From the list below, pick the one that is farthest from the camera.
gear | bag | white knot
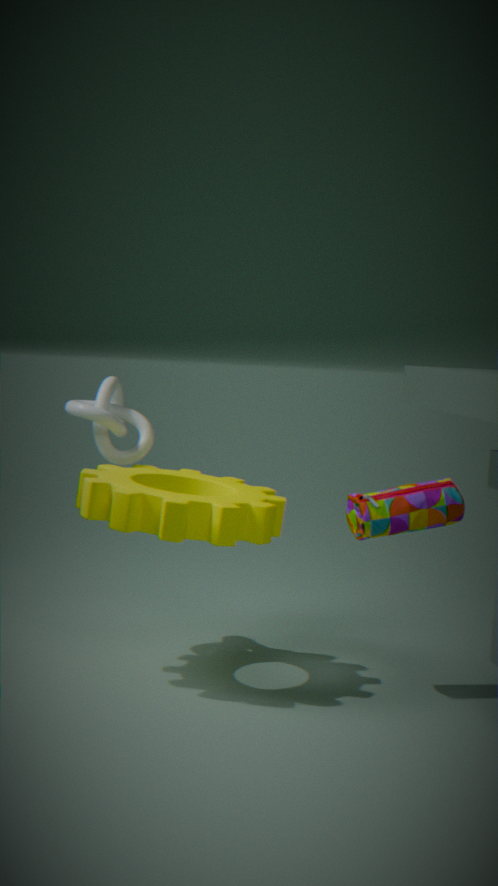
white knot
